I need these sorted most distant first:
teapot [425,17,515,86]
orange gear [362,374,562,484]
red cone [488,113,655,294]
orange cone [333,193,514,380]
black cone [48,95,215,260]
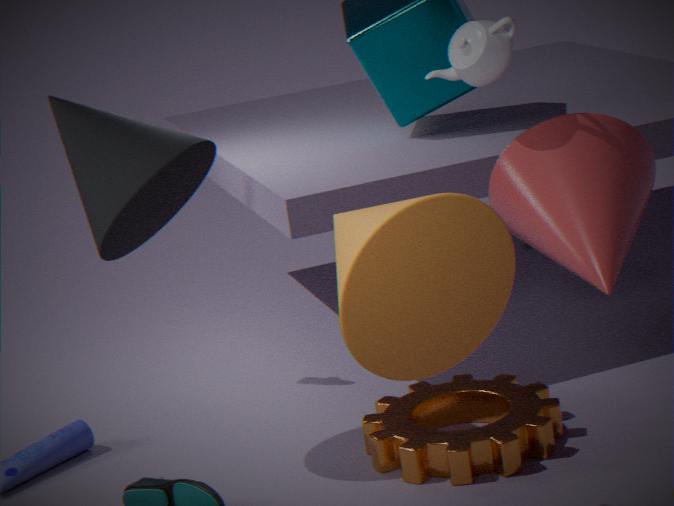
1. orange gear [362,374,562,484]
2. black cone [48,95,215,260]
3. teapot [425,17,515,86]
4. red cone [488,113,655,294]
5. orange cone [333,193,514,380]
